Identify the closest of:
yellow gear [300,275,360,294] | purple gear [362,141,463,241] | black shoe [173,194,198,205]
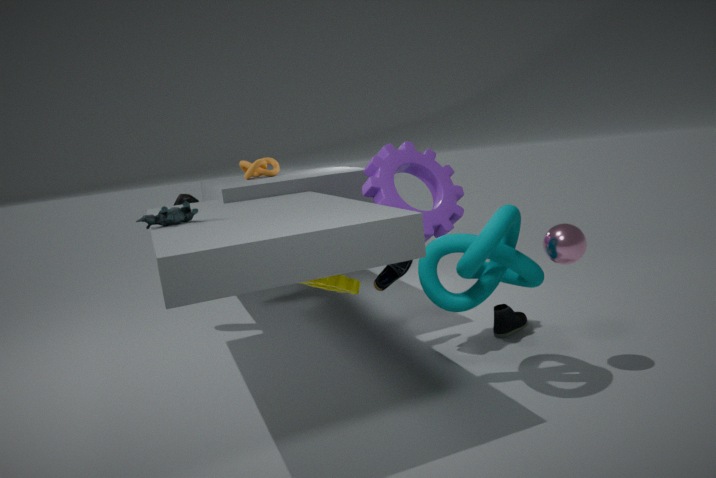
yellow gear [300,275,360,294]
